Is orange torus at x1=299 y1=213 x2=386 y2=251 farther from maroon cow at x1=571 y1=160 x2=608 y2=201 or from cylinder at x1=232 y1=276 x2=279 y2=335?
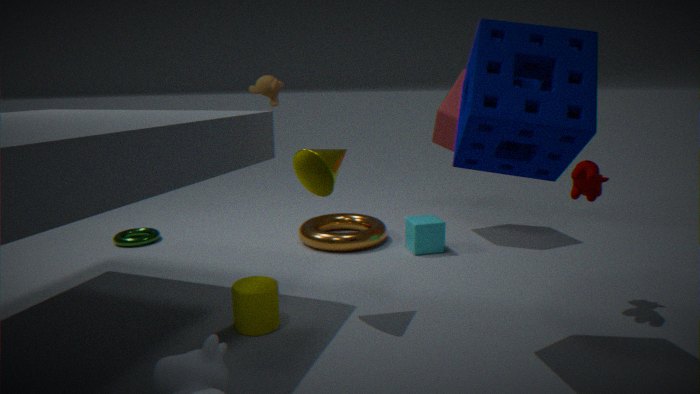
maroon cow at x1=571 y1=160 x2=608 y2=201
